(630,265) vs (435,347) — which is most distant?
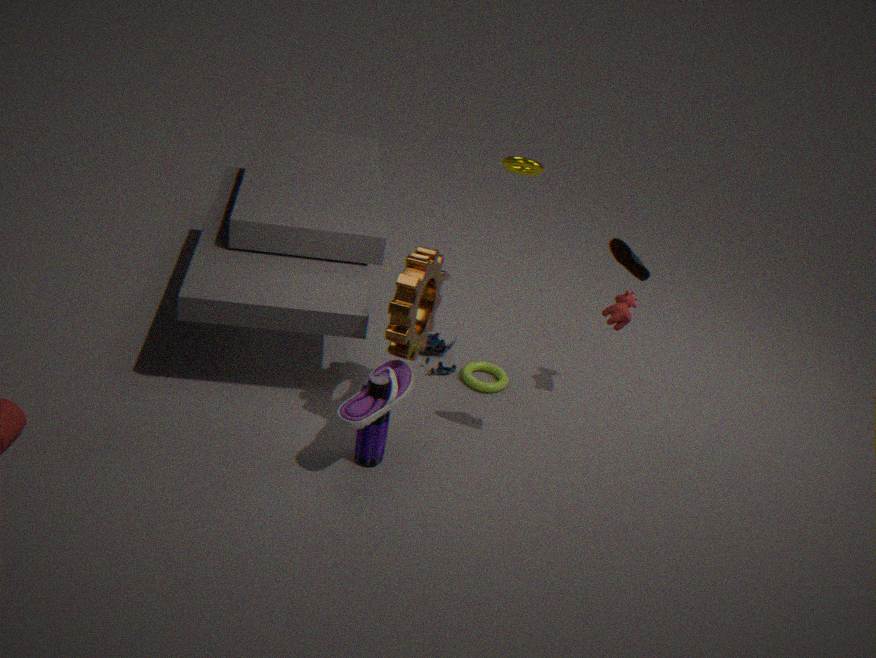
(435,347)
